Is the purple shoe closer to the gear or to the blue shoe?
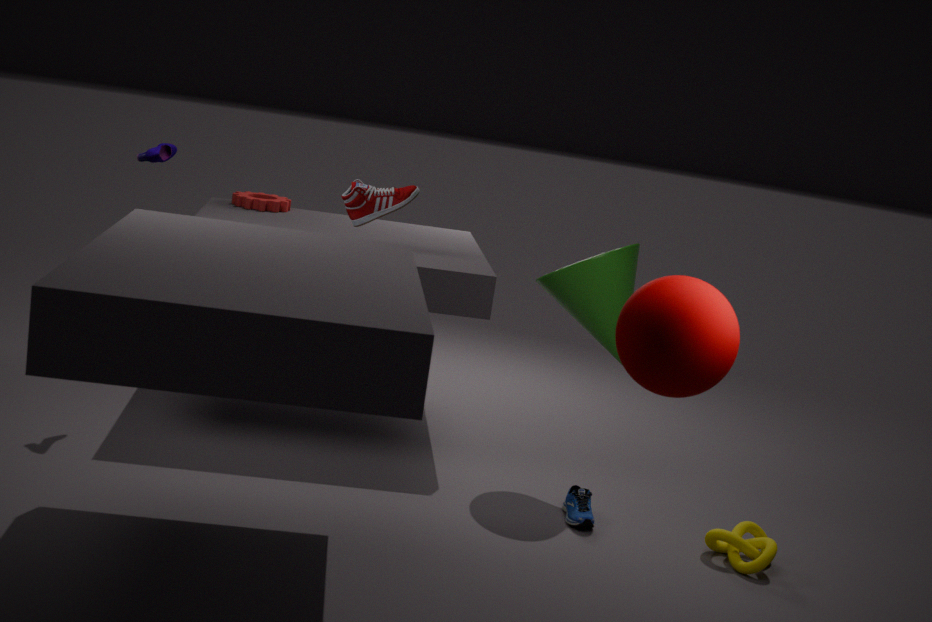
the gear
